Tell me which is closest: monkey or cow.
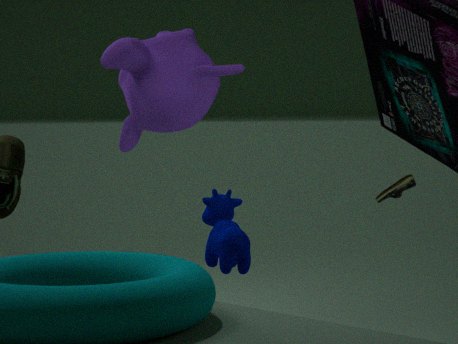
cow
